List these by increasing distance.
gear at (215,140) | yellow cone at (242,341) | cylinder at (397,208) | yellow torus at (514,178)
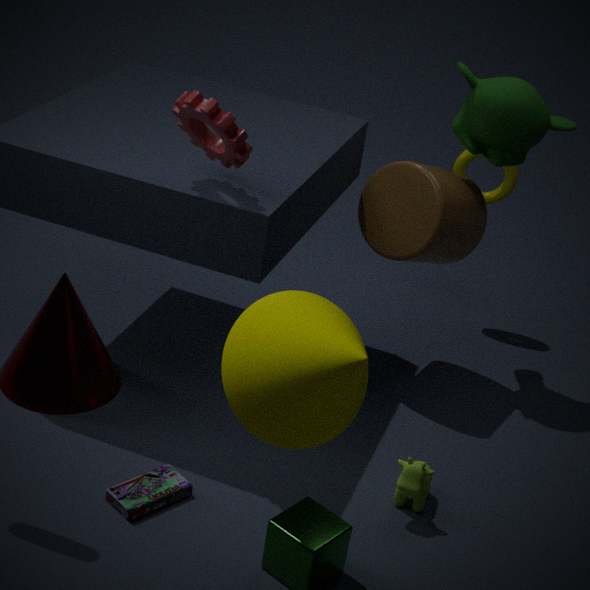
1. yellow cone at (242,341)
2. gear at (215,140)
3. cylinder at (397,208)
4. yellow torus at (514,178)
